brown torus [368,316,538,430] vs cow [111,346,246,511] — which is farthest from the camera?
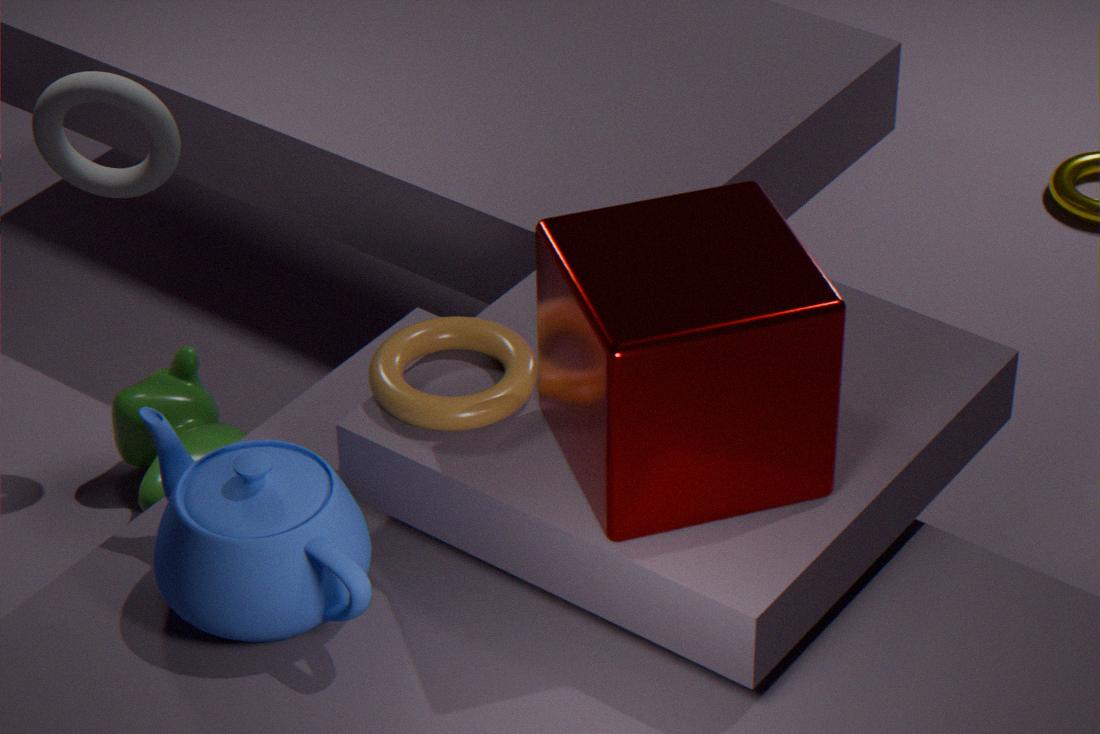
cow [111,346,246,511]
